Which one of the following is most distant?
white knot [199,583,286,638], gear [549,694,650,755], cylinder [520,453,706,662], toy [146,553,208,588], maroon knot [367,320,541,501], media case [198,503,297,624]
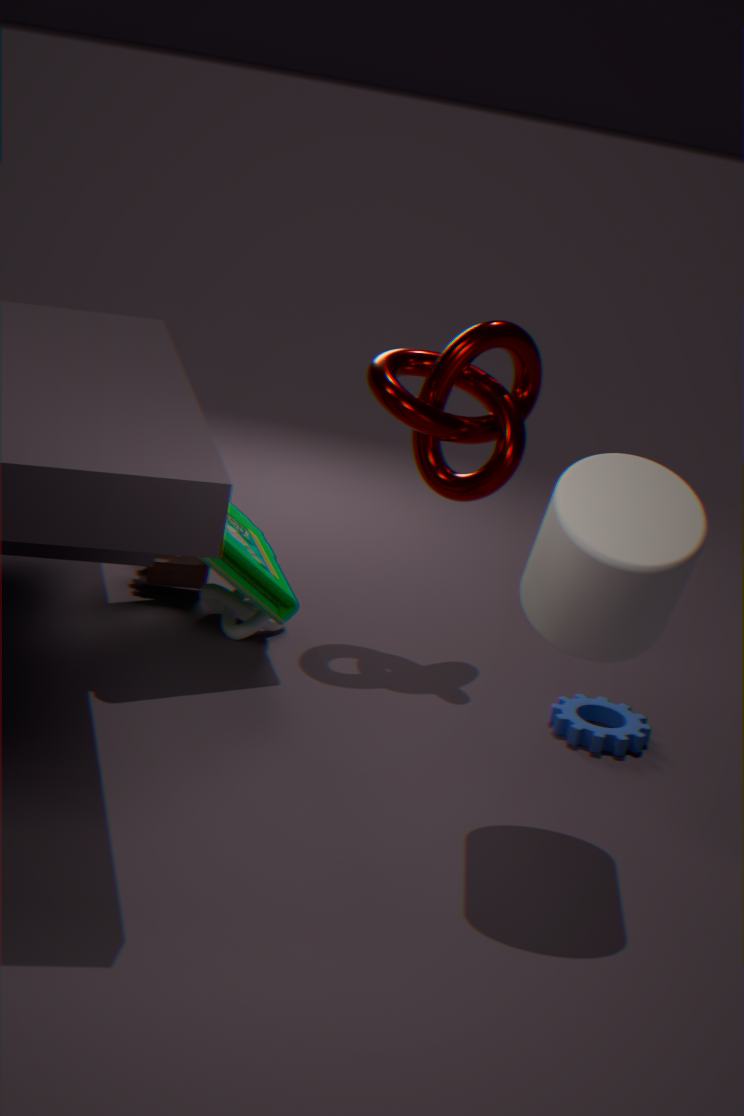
toy [146,553,208,588]
